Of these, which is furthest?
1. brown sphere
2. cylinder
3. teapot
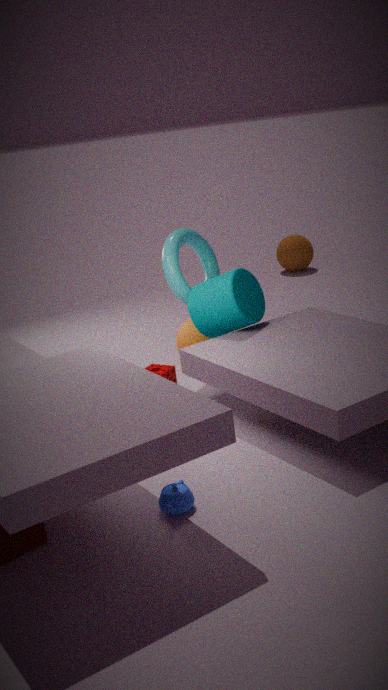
brown sphere
